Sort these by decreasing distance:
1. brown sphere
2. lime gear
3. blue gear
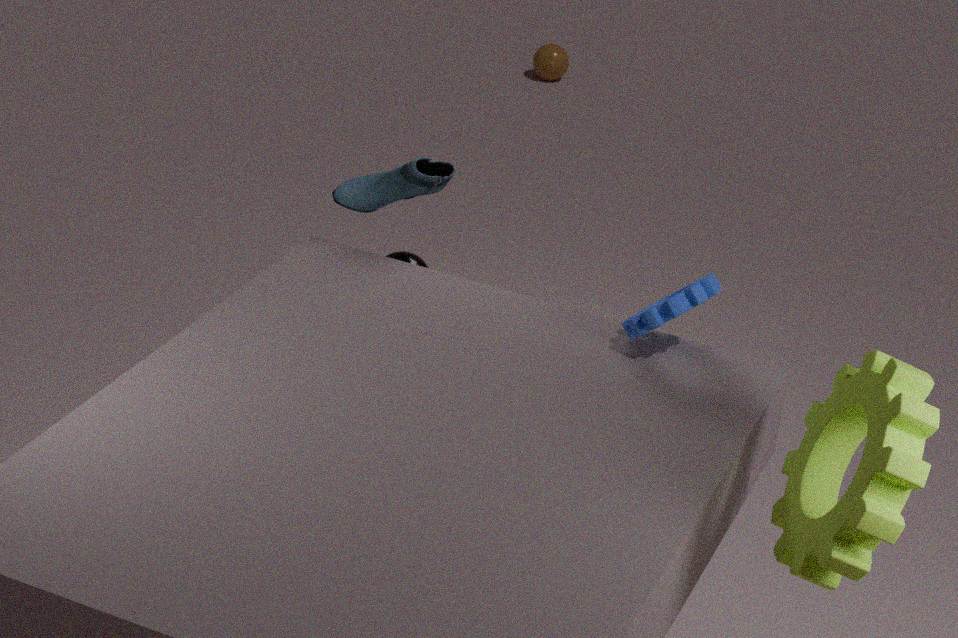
brown sphere → blue gear → lime gear
